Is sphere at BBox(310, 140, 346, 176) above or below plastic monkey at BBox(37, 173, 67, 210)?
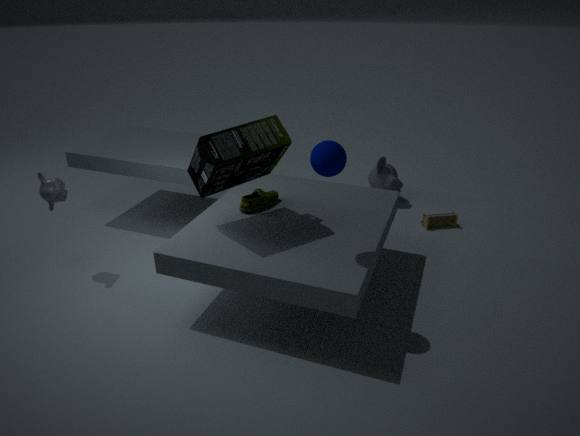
above
